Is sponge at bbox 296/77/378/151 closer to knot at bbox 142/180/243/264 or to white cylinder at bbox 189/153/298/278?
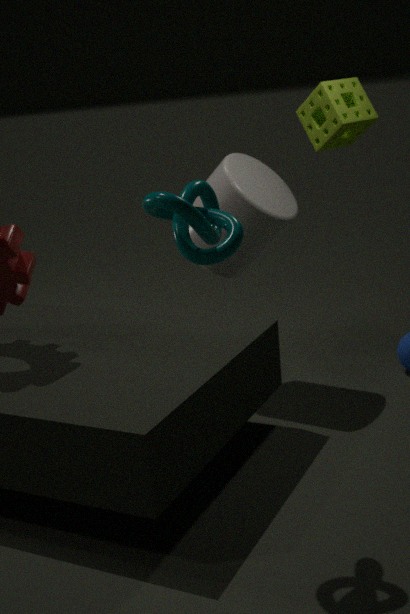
white cylinder at bbox 189/153/298/278
